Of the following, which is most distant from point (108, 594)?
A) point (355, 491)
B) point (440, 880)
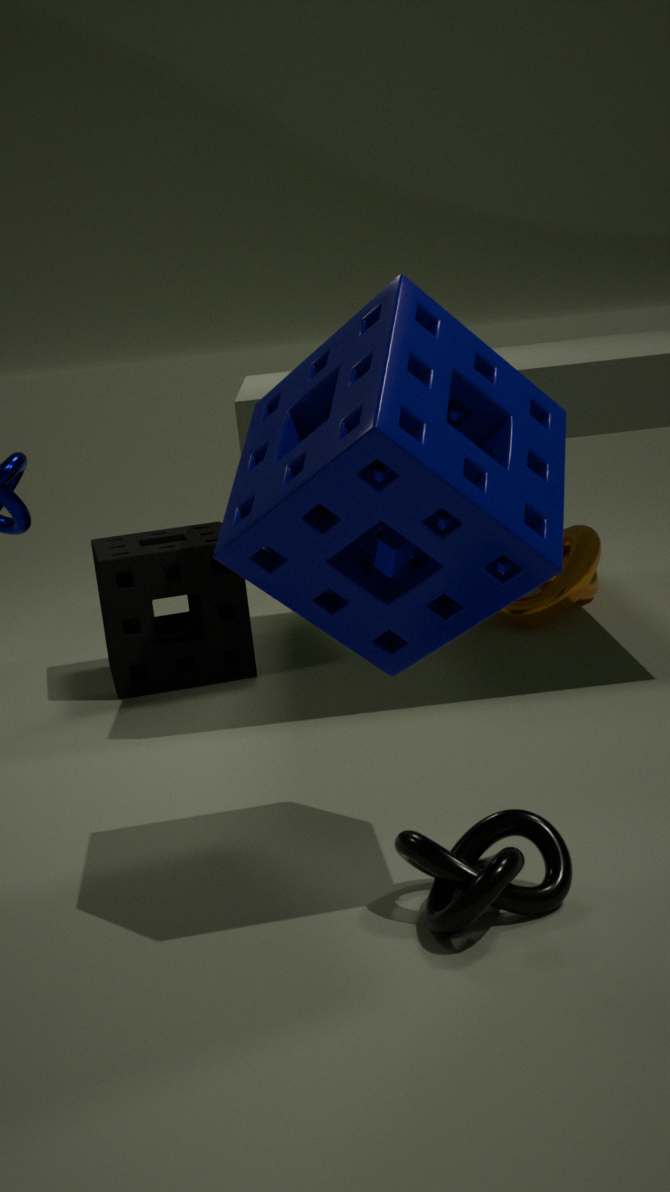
point (440, 880)
